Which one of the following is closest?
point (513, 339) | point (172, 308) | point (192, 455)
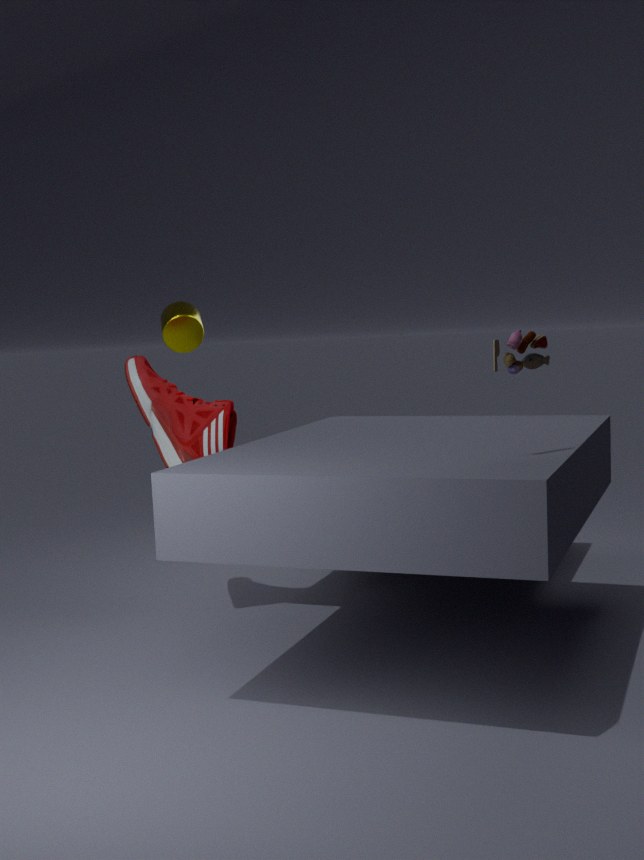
point (513, 339)
